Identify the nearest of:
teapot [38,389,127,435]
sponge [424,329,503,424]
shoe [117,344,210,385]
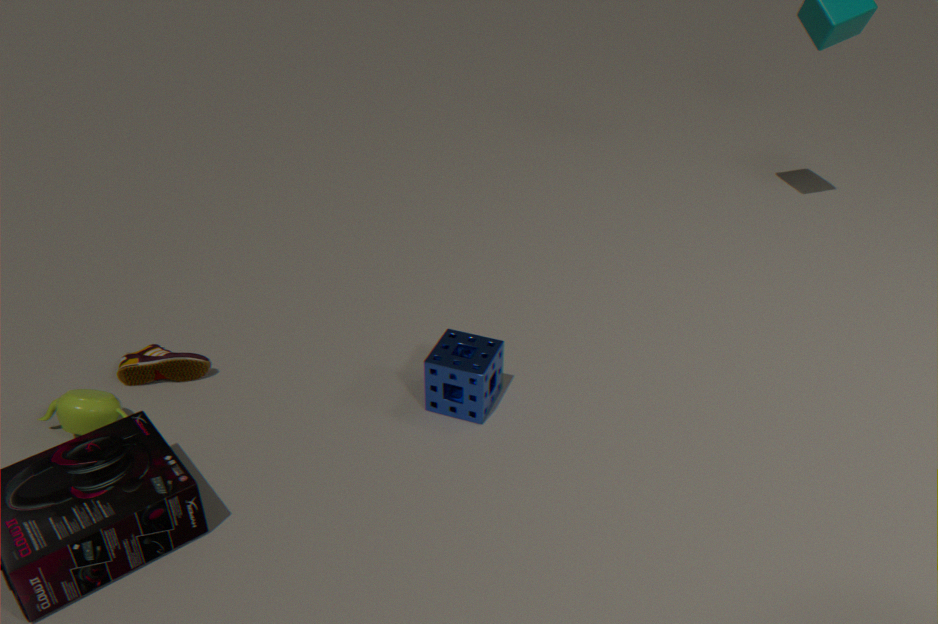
teapot [38,389,127,435]
